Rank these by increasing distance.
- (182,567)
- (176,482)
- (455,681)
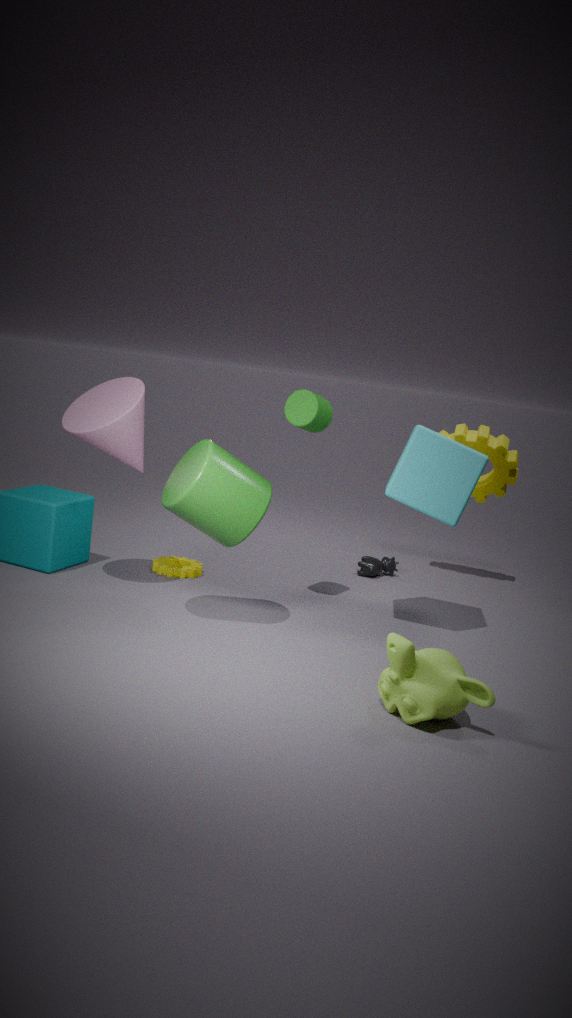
(455,681)
(176,482)
(182,567)
